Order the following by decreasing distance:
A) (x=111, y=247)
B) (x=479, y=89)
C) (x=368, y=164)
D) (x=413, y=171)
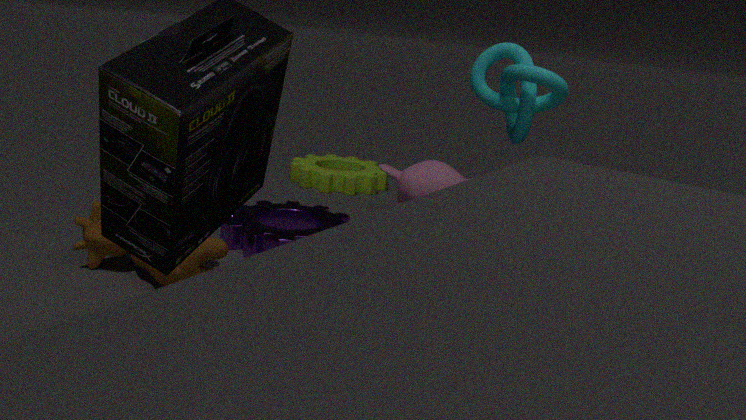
(x=368, y=164)
(x=413, y=171)
(x=111, y=247)
(x=479, y=89)
